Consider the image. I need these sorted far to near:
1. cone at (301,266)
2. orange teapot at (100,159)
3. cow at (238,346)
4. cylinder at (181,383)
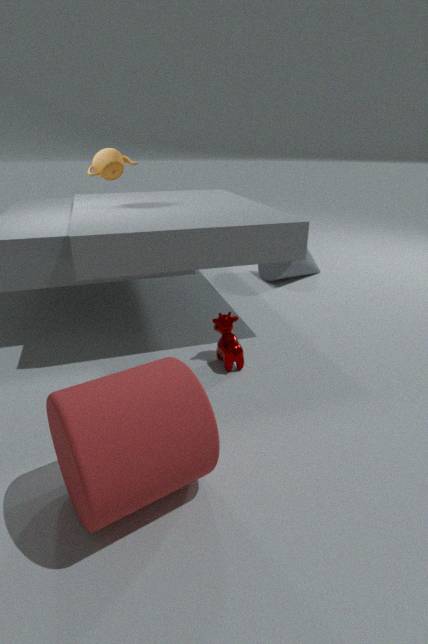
cone at (301,266), orange teapot at (100,159), cow at (238,346), cylinder at (181,383)
